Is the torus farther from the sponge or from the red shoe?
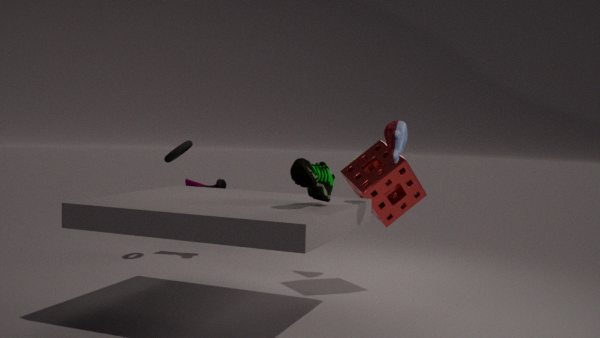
the sponge
